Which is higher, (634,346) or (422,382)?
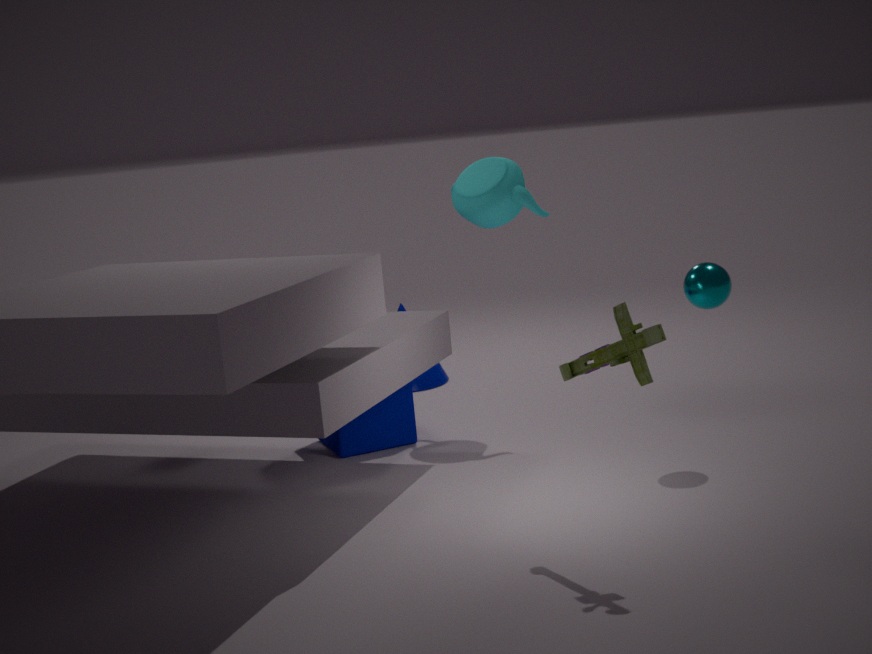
(634,346)
